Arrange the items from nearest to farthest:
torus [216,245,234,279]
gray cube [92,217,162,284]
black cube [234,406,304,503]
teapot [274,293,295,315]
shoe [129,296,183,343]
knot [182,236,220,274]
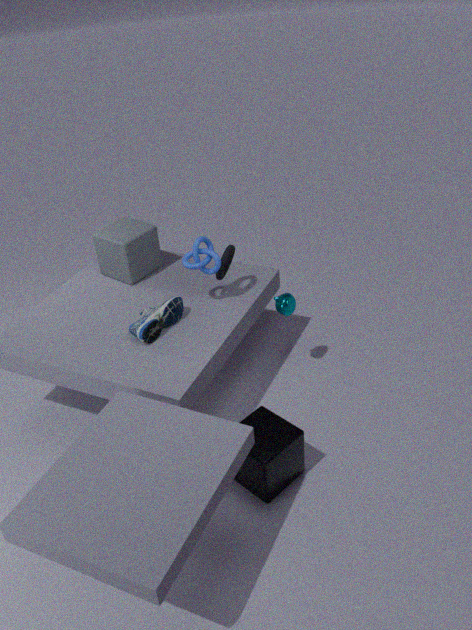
black cube [234,406,304,503]
shoe [129,296,183,343]
knot [182,236,220,274]
torus [216,245,234,279]
teapot [274,293,295,315]
gray cube [92,217,162,284]
